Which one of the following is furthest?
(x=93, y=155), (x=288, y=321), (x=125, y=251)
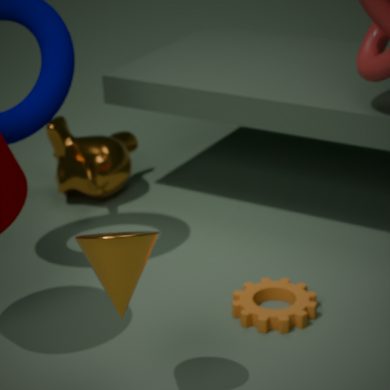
(x=93, y=155)
